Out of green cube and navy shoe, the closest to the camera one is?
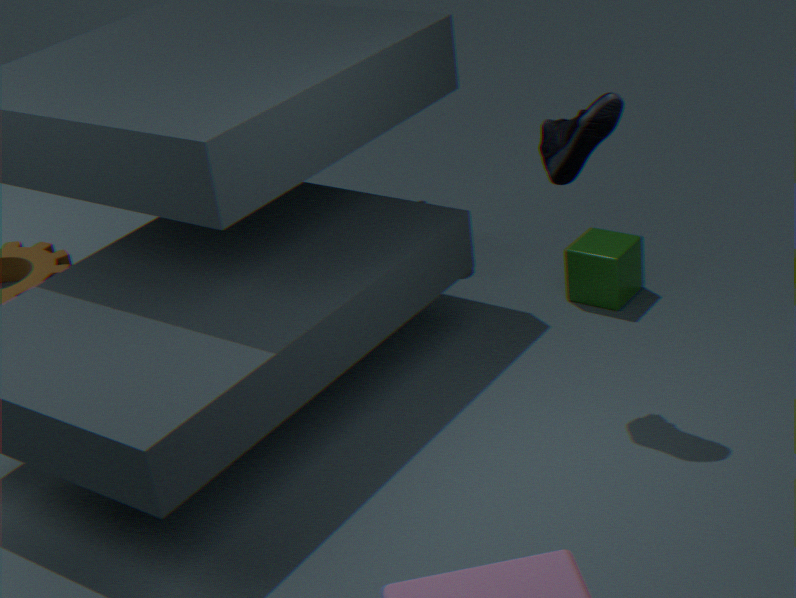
navy shoe
